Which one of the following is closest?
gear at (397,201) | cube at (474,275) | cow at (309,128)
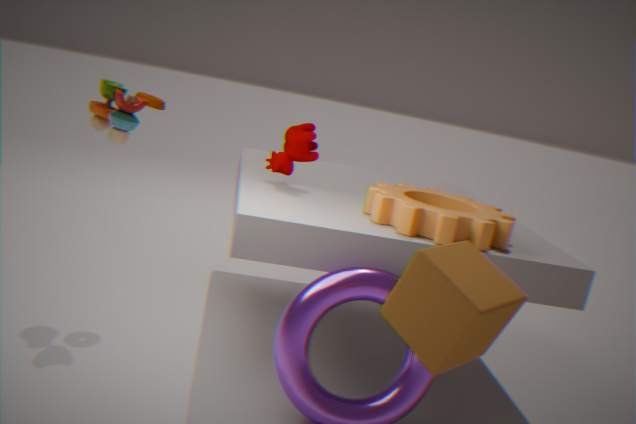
cube at (474,275)
